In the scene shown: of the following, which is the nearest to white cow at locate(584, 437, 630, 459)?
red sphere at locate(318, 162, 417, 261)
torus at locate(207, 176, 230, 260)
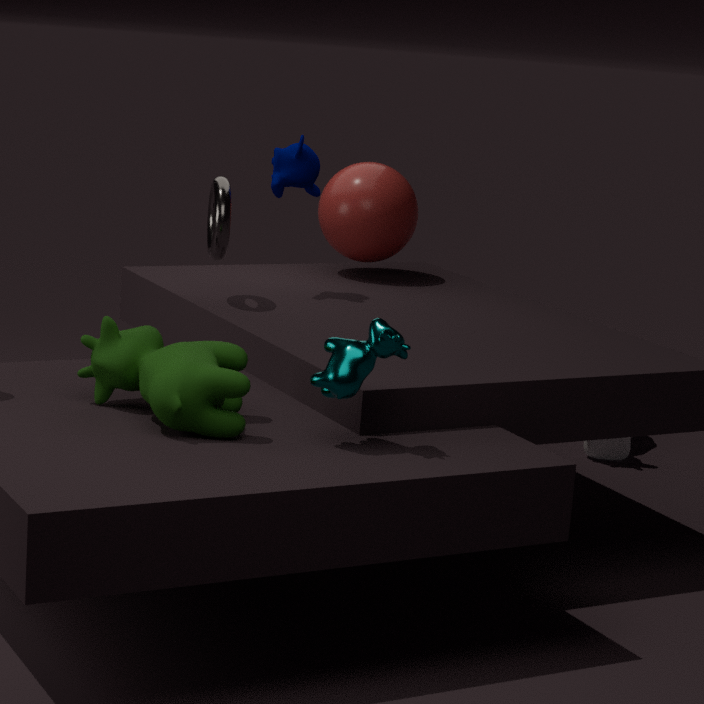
red sphere at locate(318, 162, 417, 261)
